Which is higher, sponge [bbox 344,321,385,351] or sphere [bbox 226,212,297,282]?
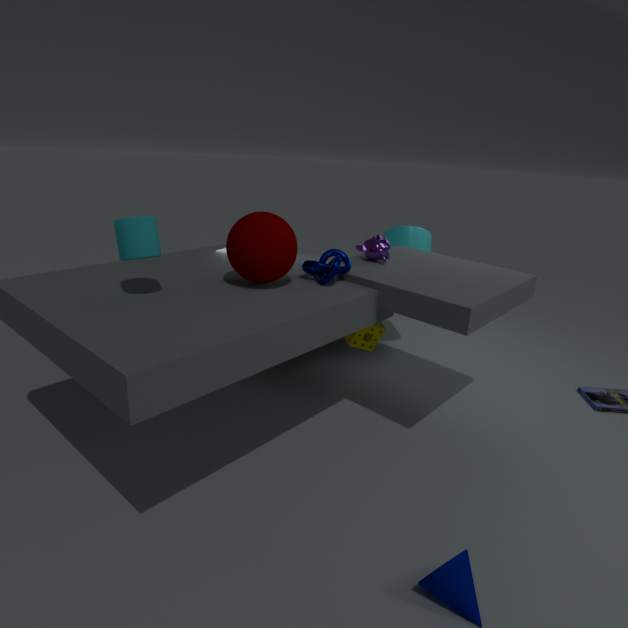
sphere [bbox 226,212,297,282]
